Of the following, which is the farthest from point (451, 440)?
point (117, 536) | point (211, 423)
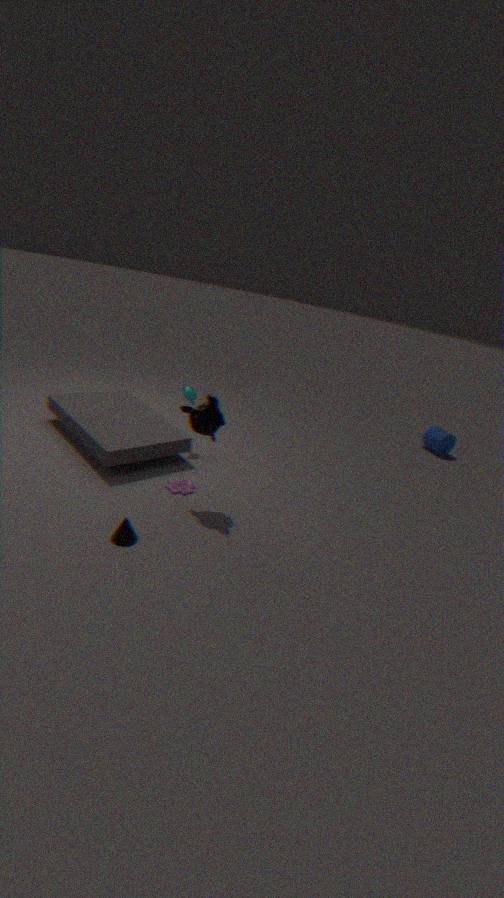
point (117, 536)
